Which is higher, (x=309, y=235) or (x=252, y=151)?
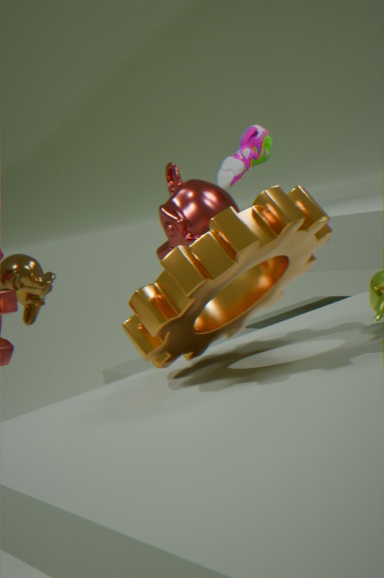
(x=252, y=151)
